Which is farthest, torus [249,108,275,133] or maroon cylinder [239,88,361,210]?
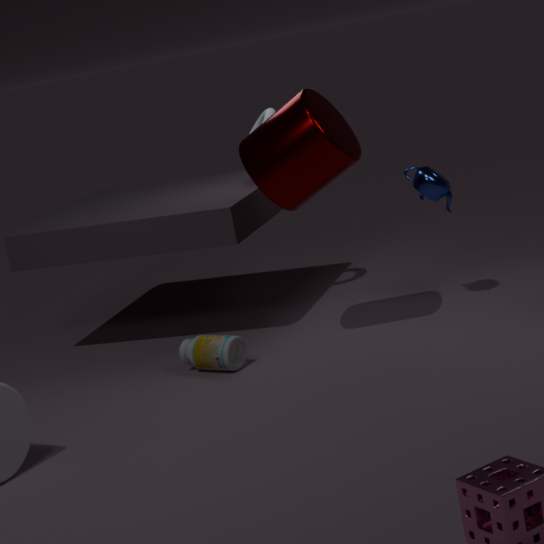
torus [249,108,275,133]
